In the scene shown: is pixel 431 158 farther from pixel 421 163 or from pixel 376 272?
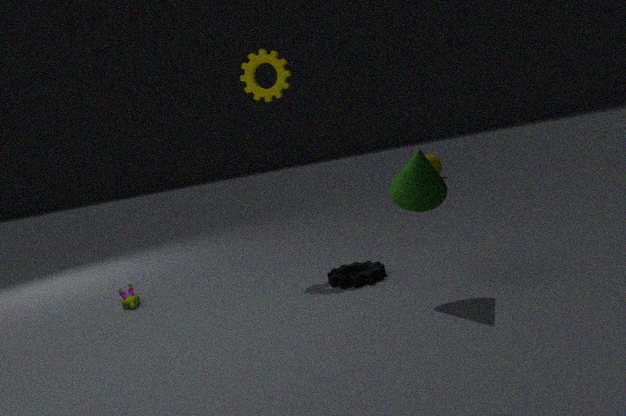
pixel 421 163
